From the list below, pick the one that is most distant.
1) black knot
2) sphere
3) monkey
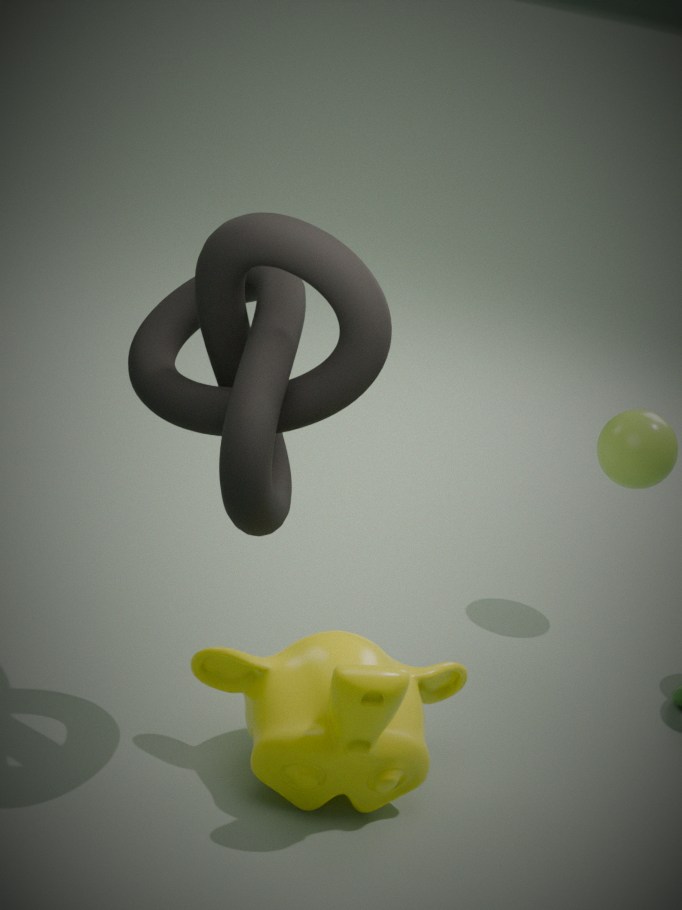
2. sphere
